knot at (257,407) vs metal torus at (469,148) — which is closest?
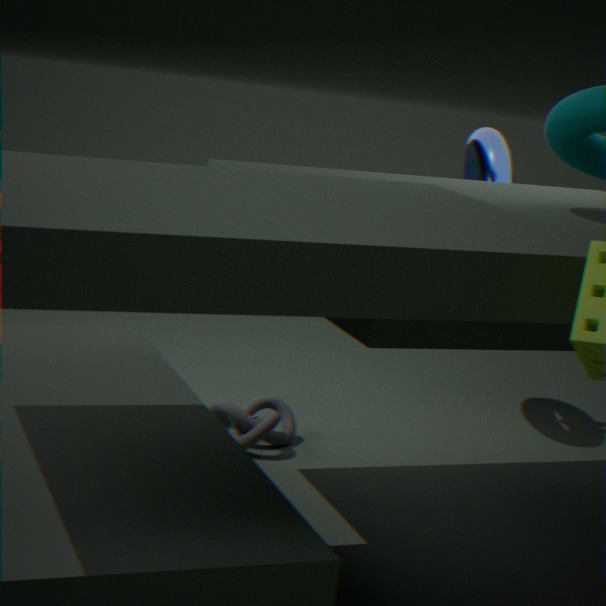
knot at (257,407)
